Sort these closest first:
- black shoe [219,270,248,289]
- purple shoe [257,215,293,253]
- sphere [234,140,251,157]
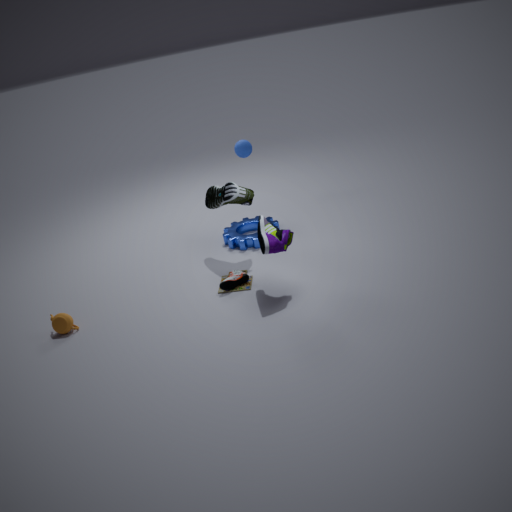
purple shoe [257,215,293,253] → black shoe [219,270,248,289] → sphere [234,140,251,157]
